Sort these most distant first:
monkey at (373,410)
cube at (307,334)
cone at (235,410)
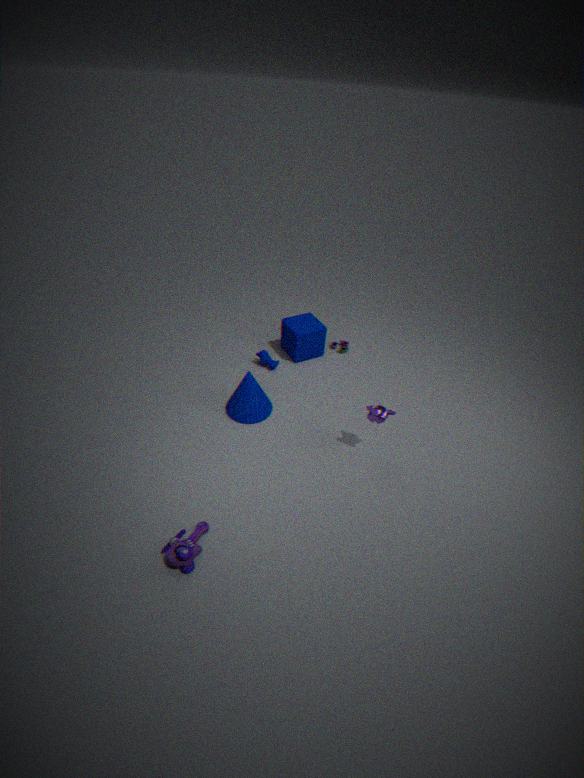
cube at (307,334) < cone at (235,410) < monkey at (373,410)
